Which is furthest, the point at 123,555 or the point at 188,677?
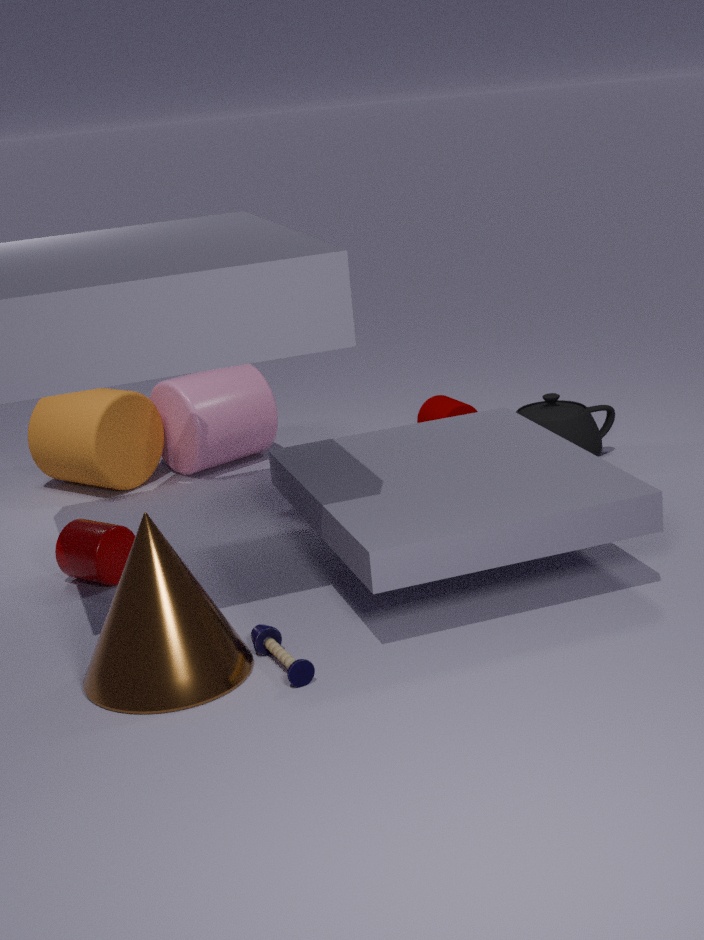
the point at 123,555
